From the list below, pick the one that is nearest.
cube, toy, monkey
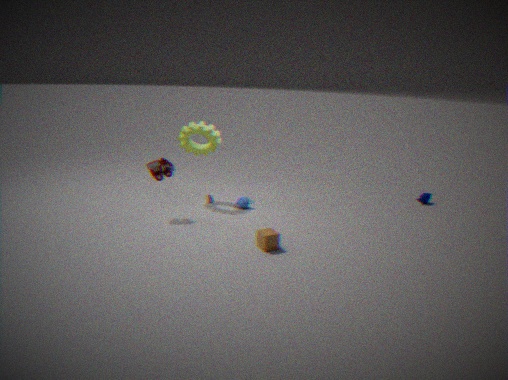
cube
